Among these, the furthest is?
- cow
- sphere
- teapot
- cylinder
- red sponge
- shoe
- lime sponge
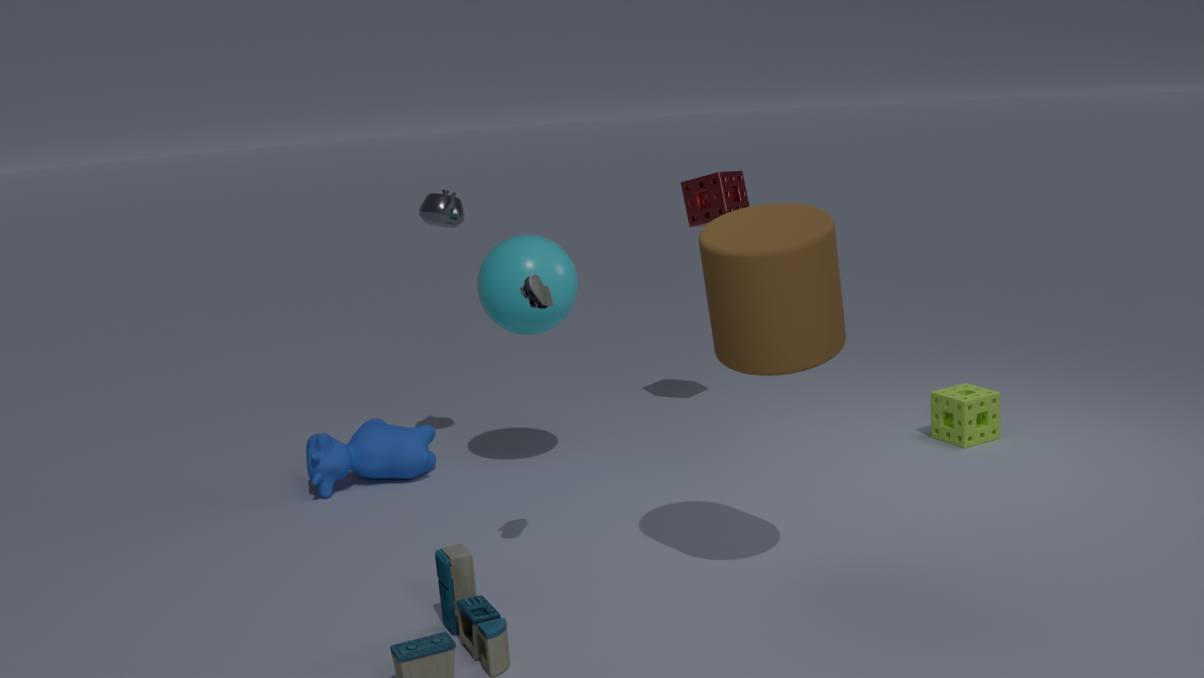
red sponge
